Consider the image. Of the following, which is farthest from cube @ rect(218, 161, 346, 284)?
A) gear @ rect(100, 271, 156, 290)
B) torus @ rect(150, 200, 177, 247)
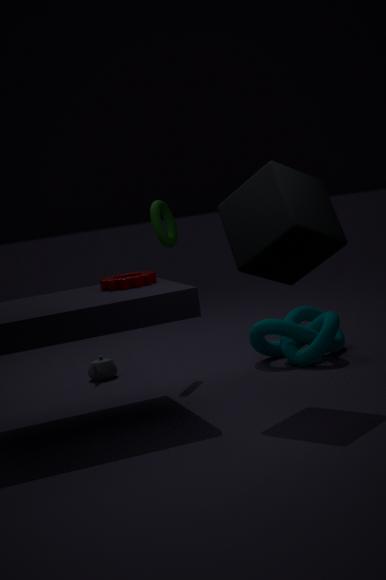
torus @ rect(150, 200, 177, 247)
